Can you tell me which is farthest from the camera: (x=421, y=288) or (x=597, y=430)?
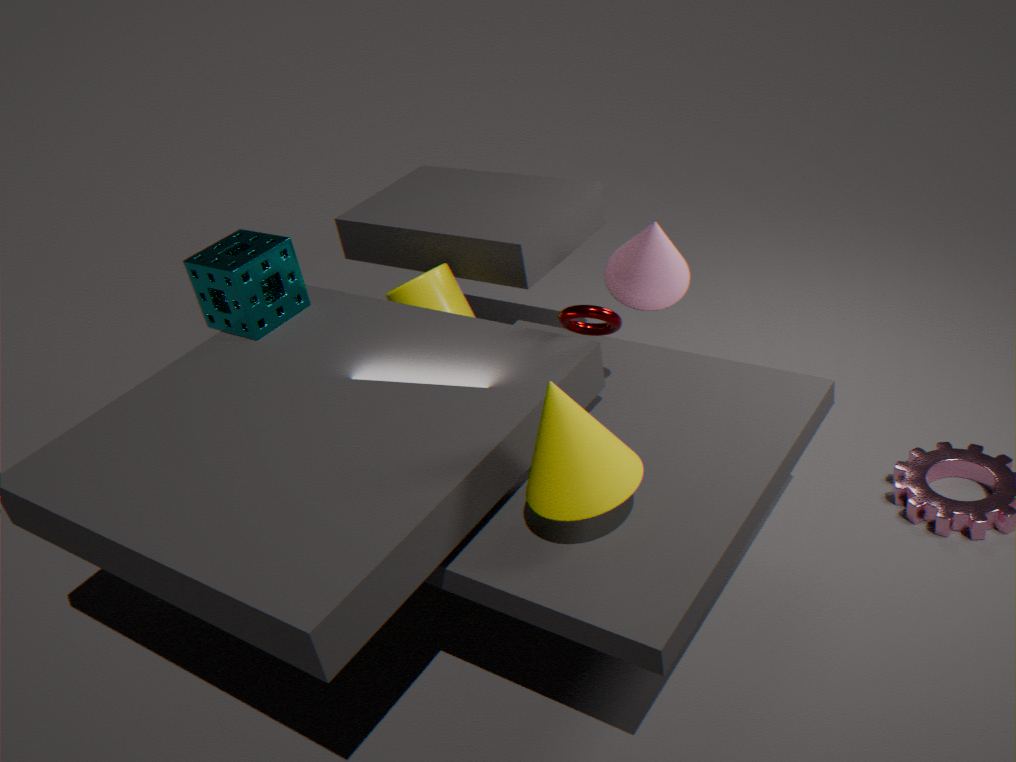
(x=421, y=288)
